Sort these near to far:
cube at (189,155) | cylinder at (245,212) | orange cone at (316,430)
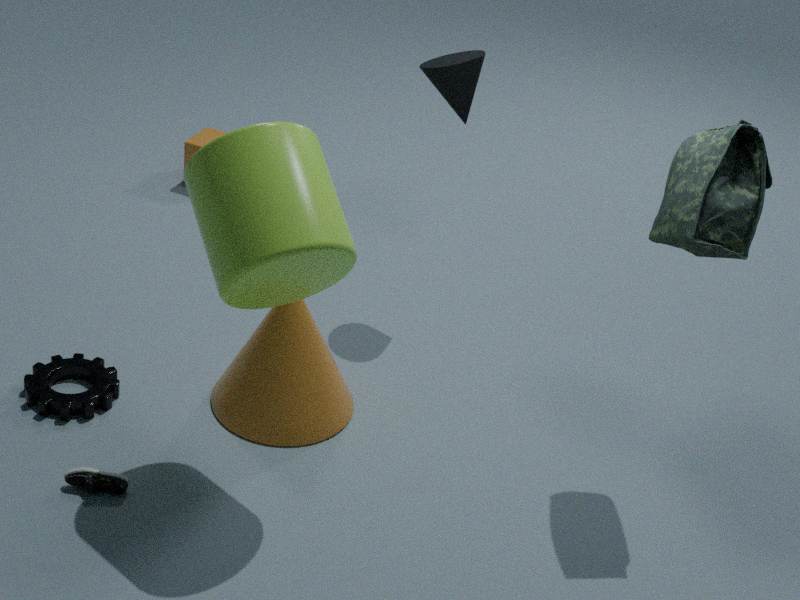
cylinder at (245,212) < orange cone at (316,430) < cube at (189,155)
